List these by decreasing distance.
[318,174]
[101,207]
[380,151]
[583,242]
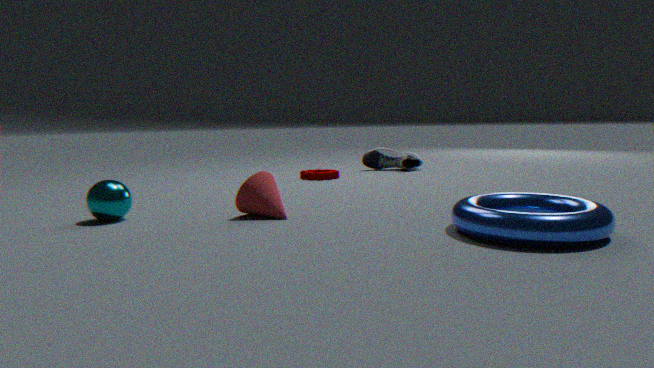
[380,151] → [318,174] → [101,207] → [583,242]
